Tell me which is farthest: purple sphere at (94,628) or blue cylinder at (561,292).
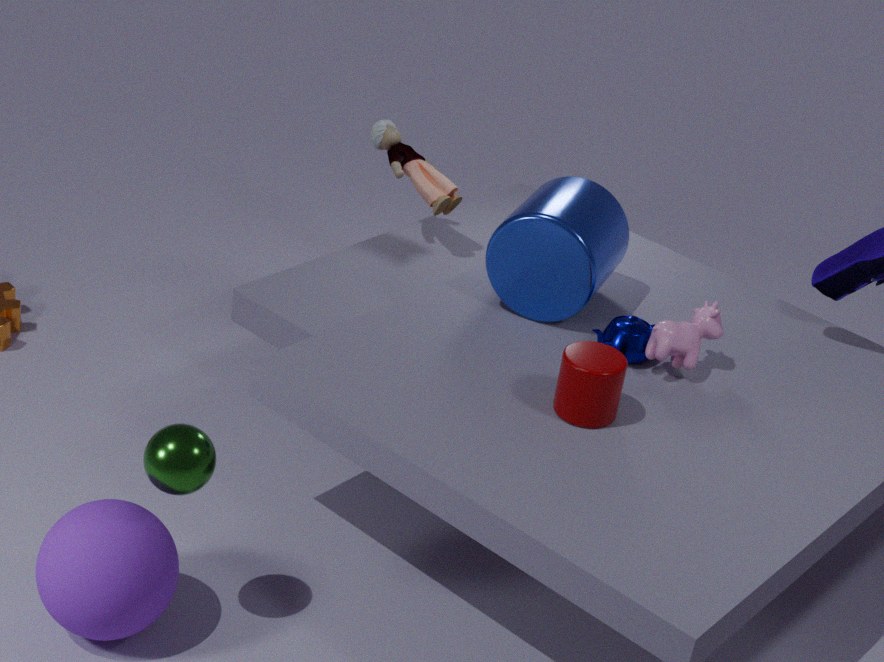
blue cylinder at (561,292)
